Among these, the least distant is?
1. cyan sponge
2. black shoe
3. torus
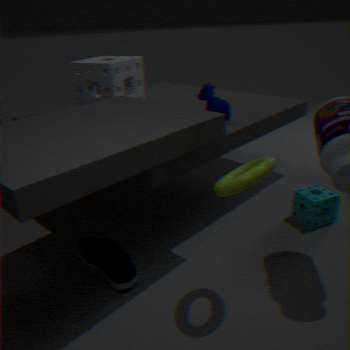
torus
